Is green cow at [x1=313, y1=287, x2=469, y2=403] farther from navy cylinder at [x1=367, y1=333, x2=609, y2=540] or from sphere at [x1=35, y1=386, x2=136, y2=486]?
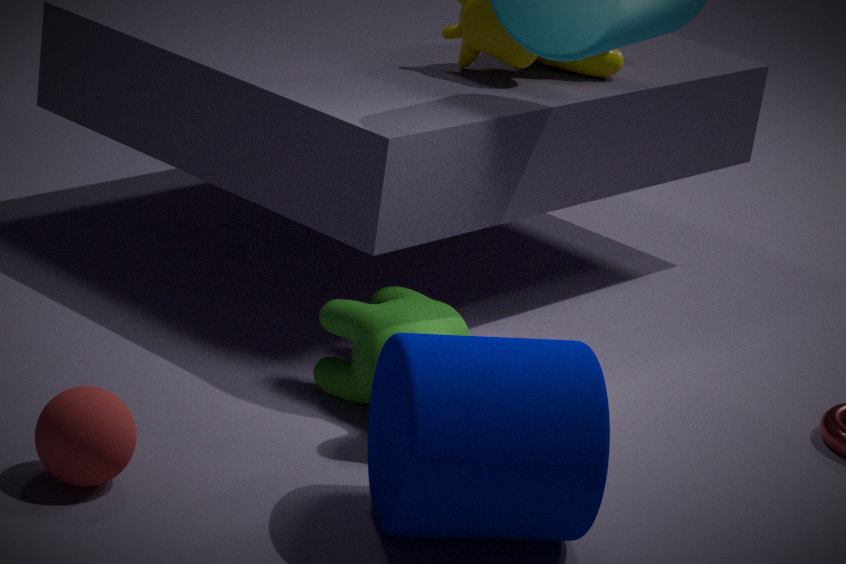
sphere at [x1=35, y1=386, x2=136, y2=486]
